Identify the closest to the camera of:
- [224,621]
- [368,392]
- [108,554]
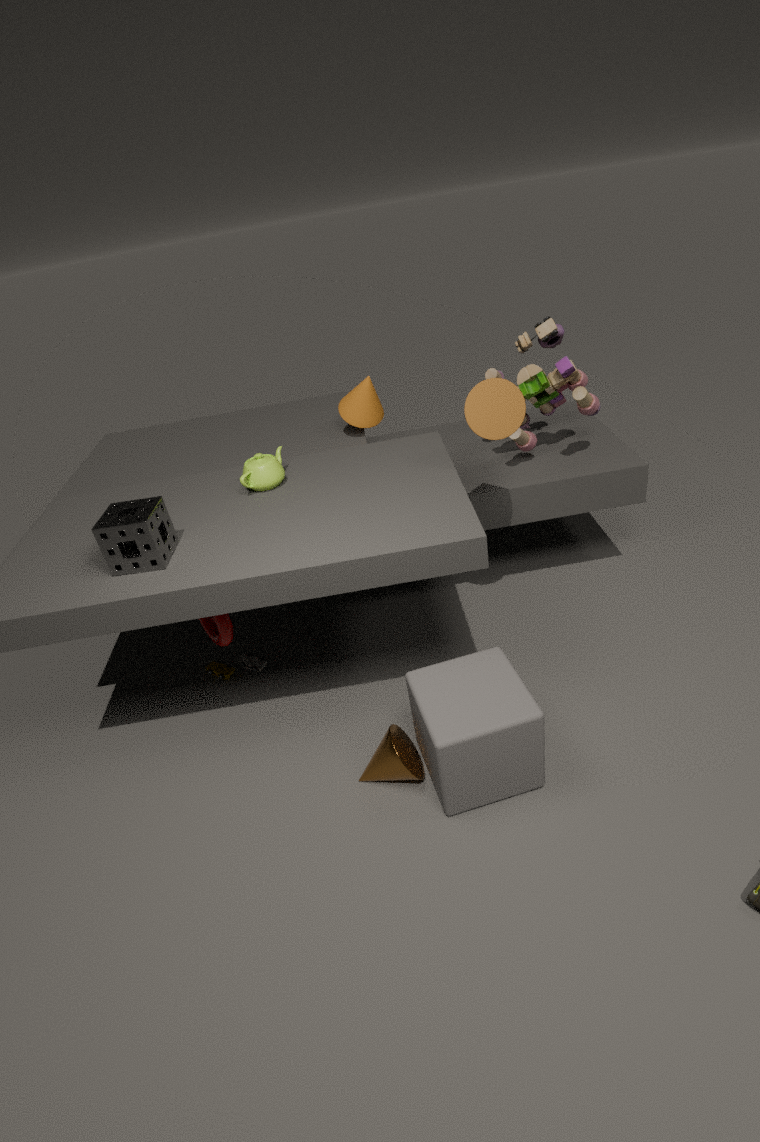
[108,554]
